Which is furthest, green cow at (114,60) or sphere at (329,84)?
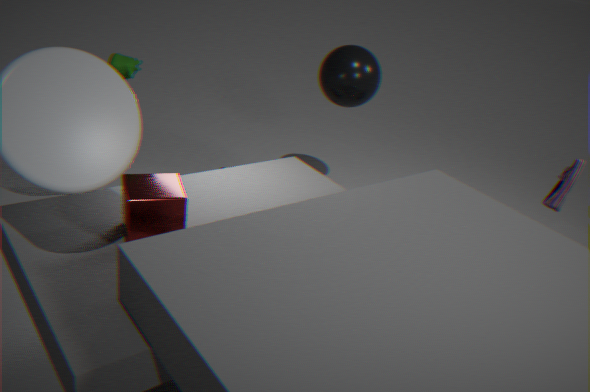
sphere at (329,84)
